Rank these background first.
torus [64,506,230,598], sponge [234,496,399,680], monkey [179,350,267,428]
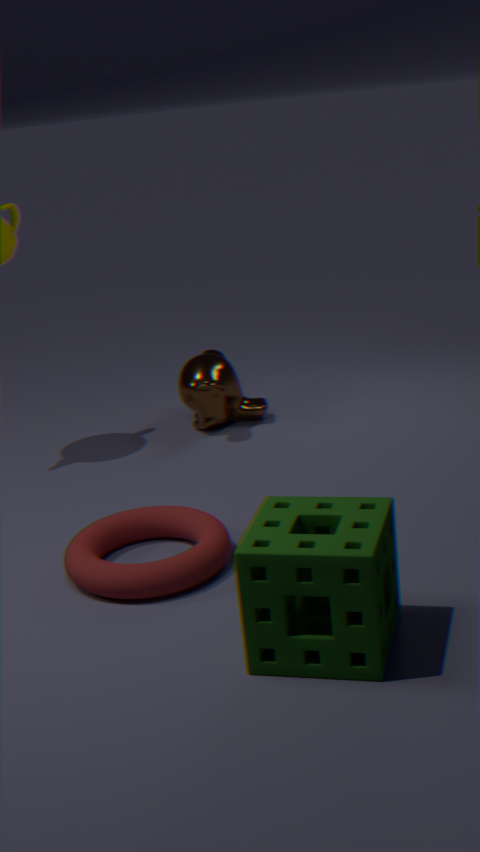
monkey [179,350,267,428] < torus [64,506,230,598] < sponge [234,496,399,680]
